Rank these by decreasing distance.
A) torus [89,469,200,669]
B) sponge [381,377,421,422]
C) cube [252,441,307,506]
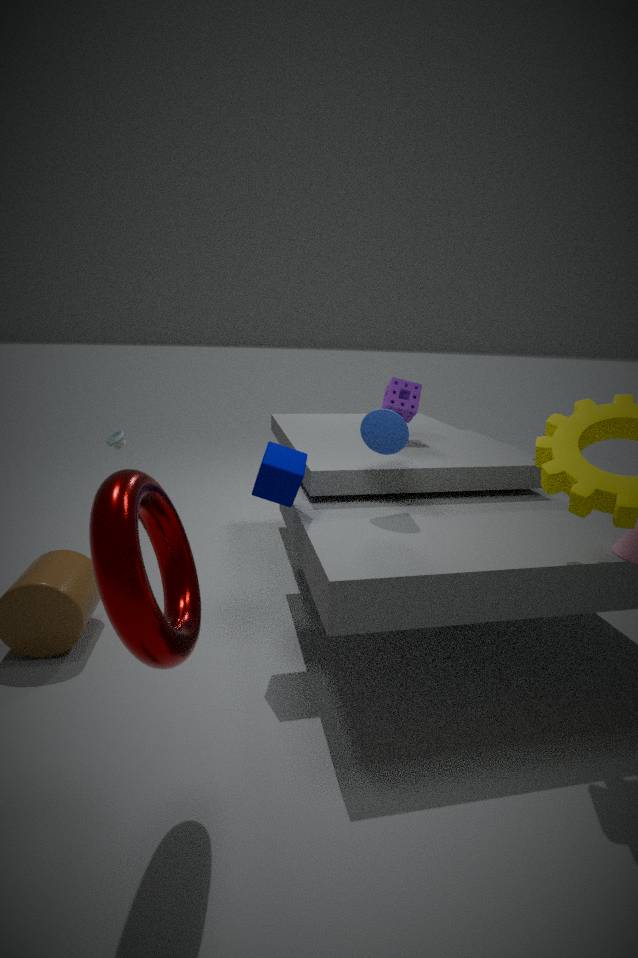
sponge [381,377,421,422]
cube [252,441,307,506]
torus [89,469,200,669]
